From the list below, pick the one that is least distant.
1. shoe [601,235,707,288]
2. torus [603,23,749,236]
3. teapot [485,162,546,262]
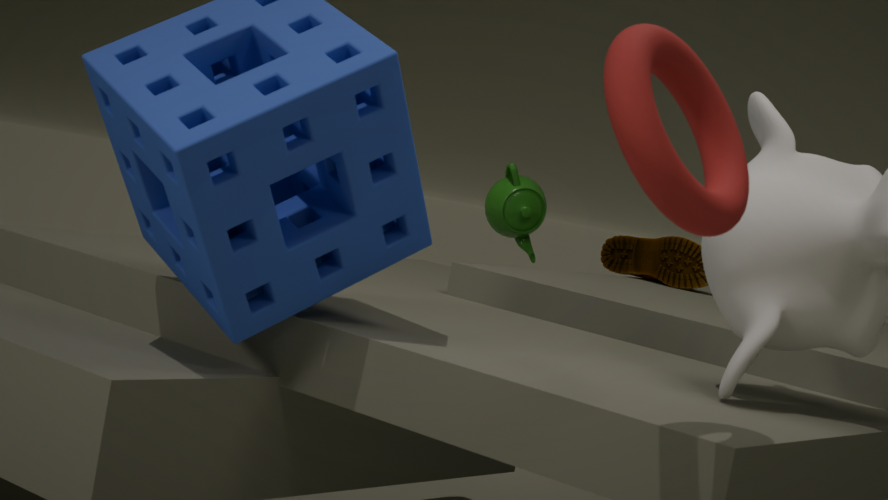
torus [603,23,749,236]
